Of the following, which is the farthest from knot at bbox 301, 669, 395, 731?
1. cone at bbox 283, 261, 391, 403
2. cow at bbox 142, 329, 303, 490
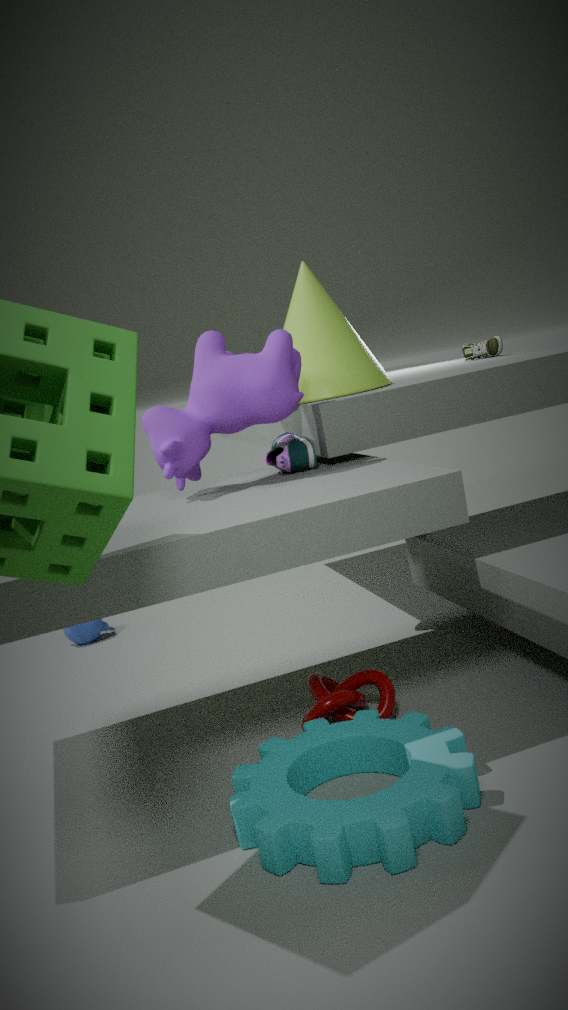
cone at bbox 283, 261, 391, 403
